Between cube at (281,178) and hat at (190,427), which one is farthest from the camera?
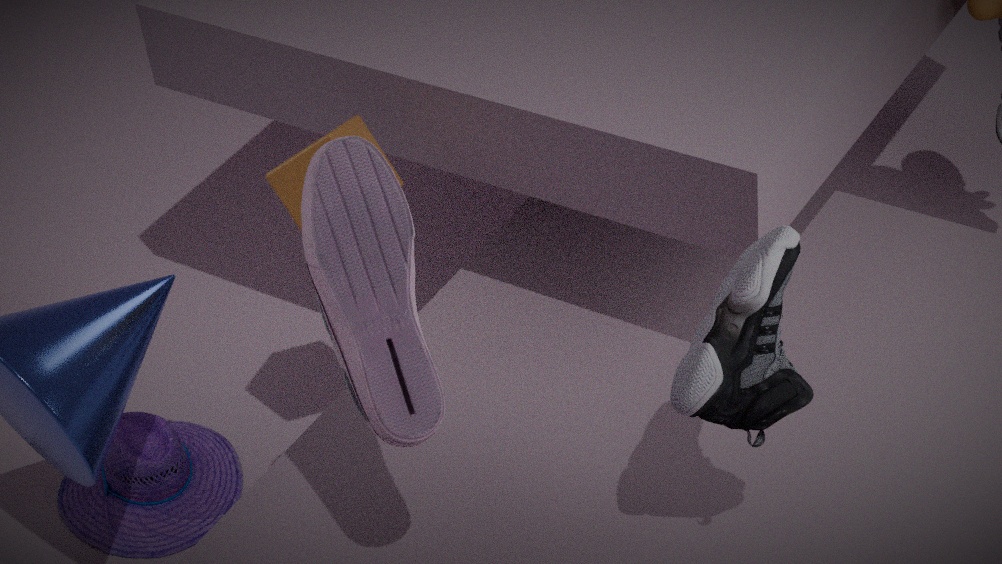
hat at (190,427)
